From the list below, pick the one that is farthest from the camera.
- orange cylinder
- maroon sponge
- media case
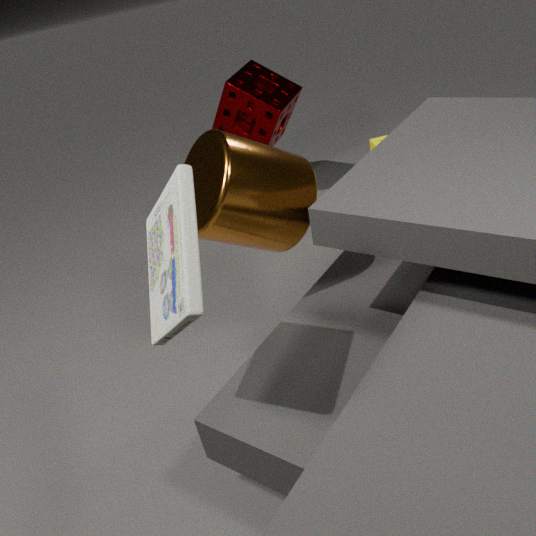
maroon sponge
